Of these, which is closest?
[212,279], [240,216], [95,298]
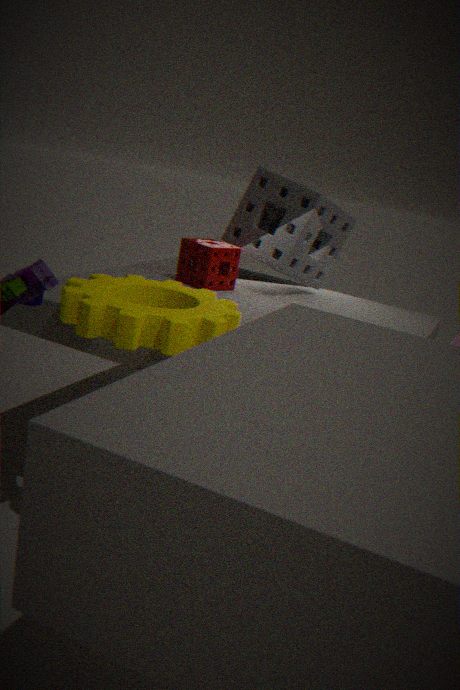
[95,298]
